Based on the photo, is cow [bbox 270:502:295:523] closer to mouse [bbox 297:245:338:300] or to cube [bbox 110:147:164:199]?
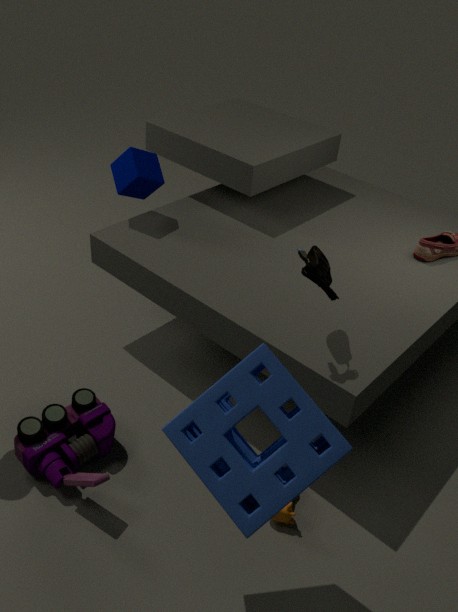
mouse [bbox 297:245:338:300]
